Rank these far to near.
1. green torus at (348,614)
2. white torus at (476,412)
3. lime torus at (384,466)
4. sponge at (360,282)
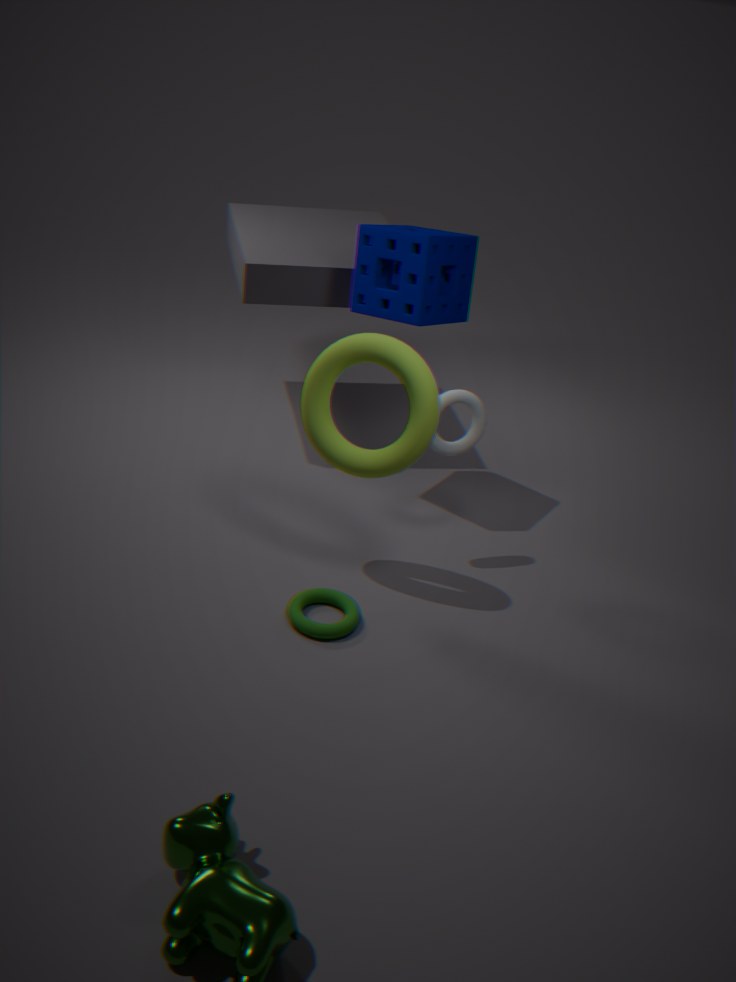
sponge at (360,282)
white torus at (476,412)
green torus at (348,614)
lime torus at (384,466)
